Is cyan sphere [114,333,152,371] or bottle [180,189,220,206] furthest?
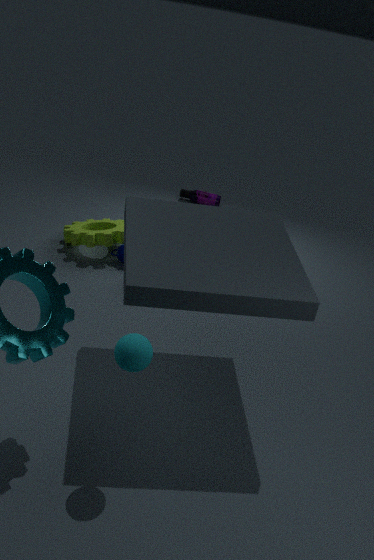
bottle [180,189,220,206]
